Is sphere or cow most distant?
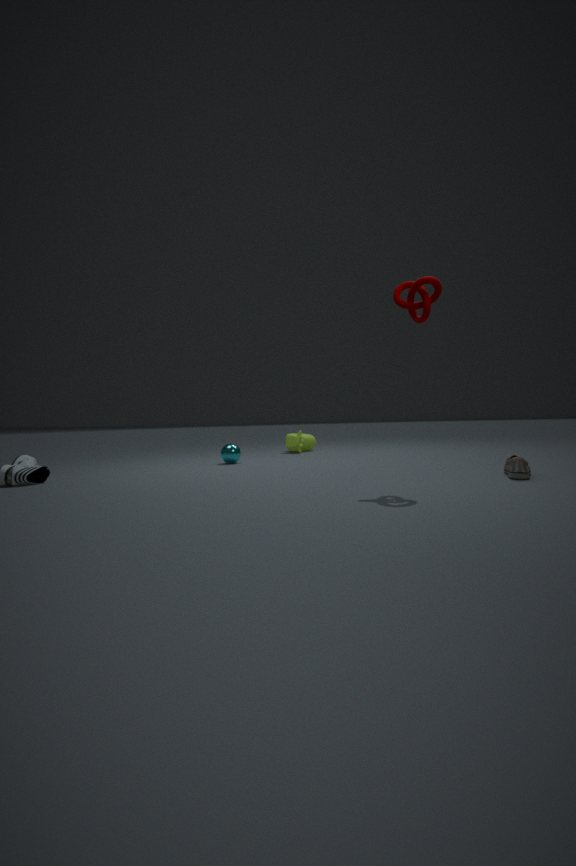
cow
